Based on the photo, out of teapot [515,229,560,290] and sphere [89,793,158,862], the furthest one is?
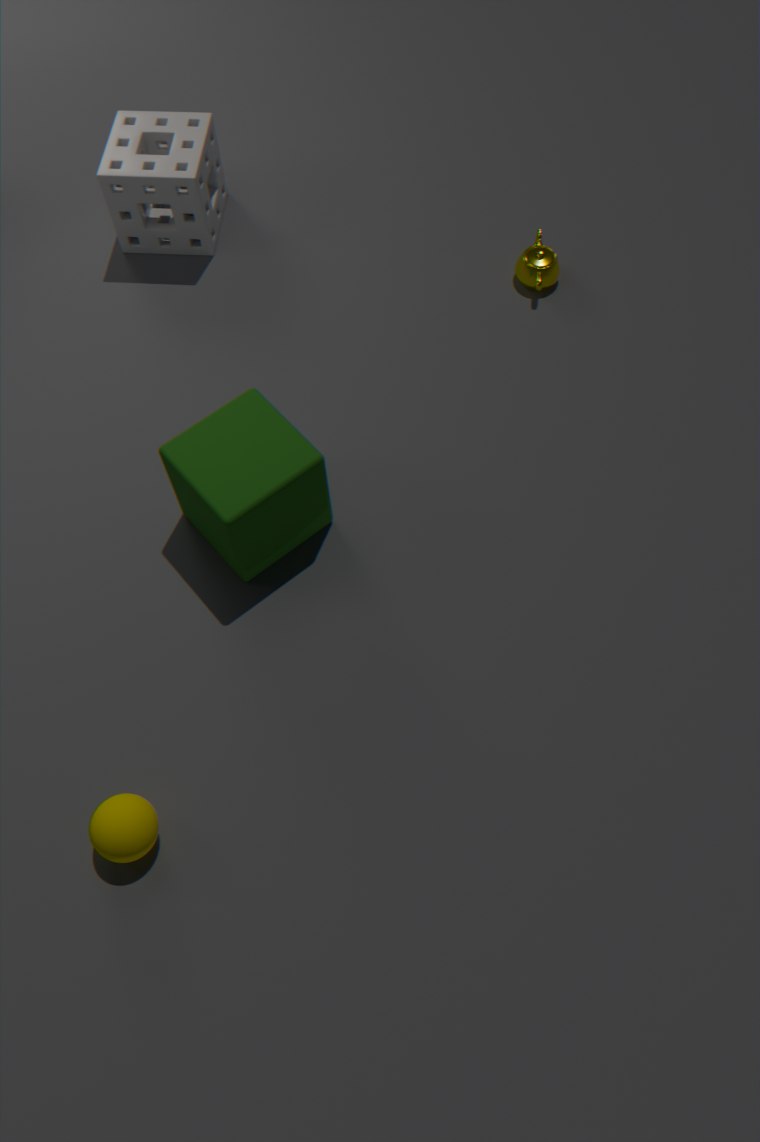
teapot [515,229,560,290]
